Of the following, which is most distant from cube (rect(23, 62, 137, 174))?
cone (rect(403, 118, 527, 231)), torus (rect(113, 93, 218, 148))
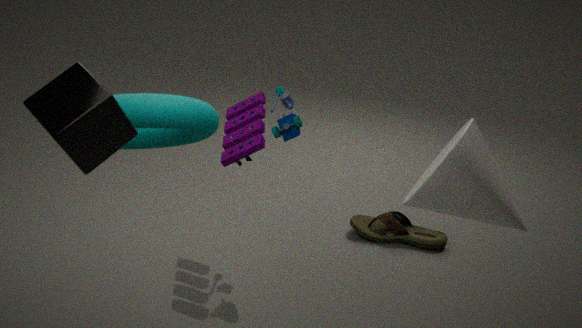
cone (rect(403, 118, 527, 231))
